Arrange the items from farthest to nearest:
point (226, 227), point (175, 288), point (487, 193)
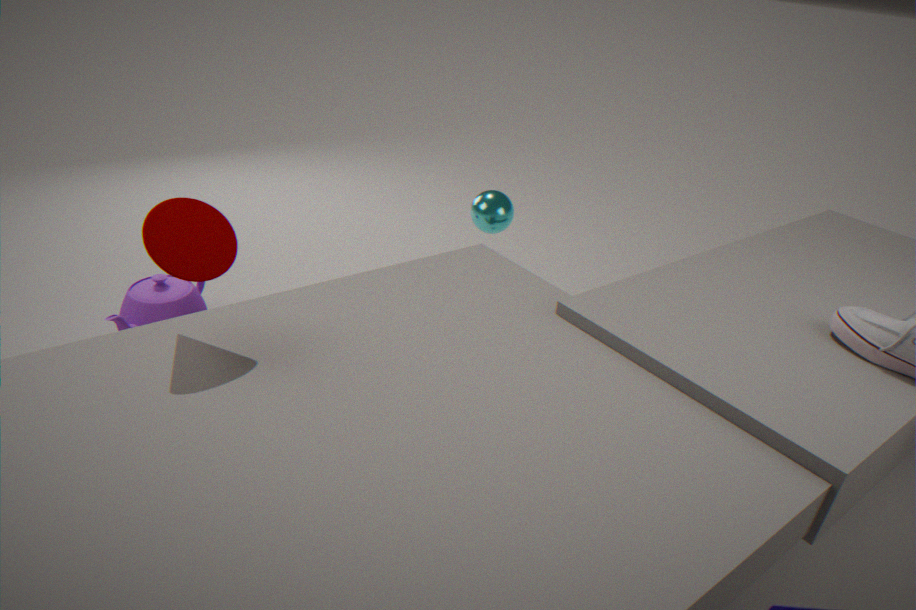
point (487, 193)
point (175, 288)
point (226, 227)
